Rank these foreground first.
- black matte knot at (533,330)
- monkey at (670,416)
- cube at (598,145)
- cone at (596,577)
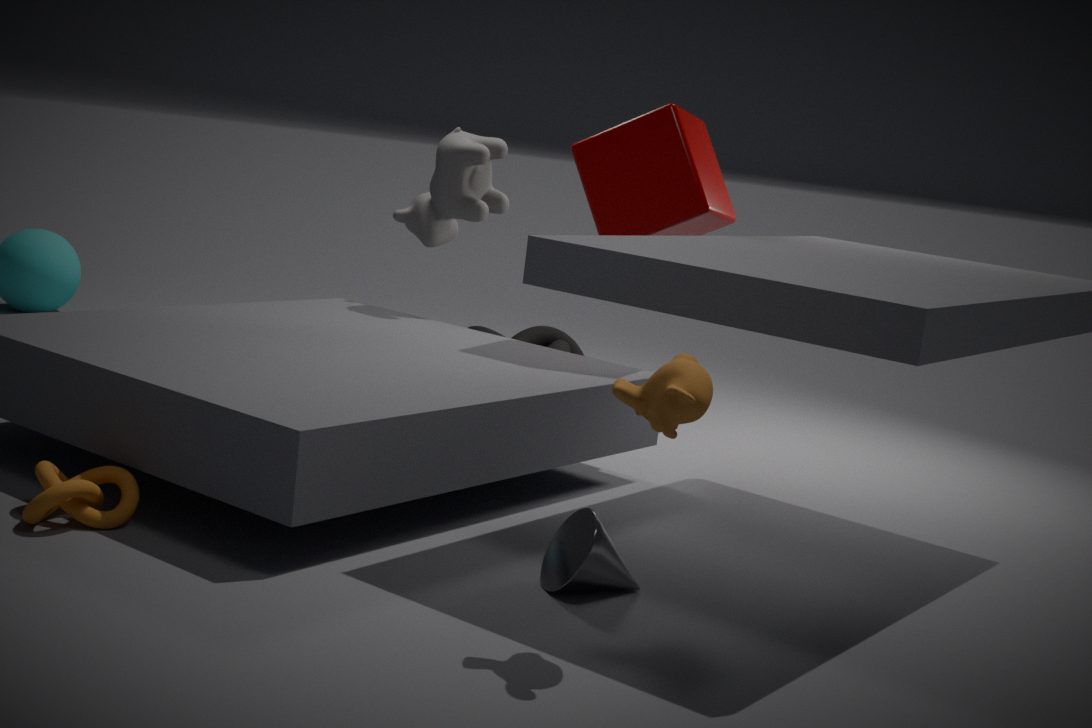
monkey at (670,416) → cone at (596,577) → cube at (598,145) → black matte knot at (533,330)
